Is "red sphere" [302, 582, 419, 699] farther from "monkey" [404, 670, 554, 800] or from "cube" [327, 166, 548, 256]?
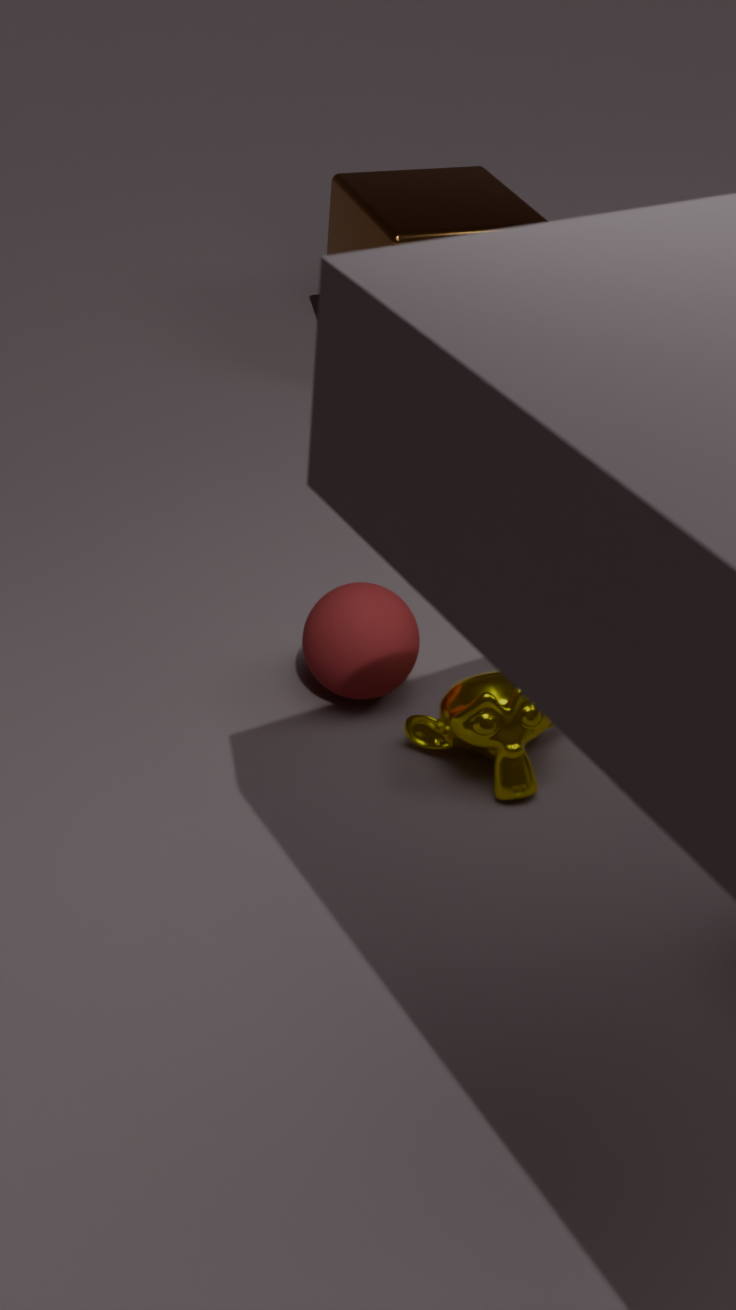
"cube" [327, 166, 548, 256]
